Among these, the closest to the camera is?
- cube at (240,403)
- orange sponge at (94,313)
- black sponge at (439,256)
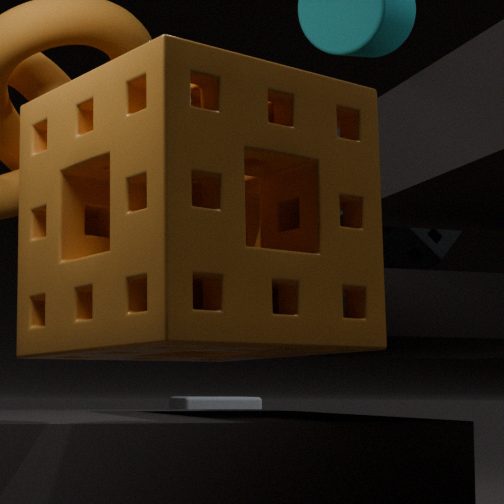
orange sponge at (94,313)
